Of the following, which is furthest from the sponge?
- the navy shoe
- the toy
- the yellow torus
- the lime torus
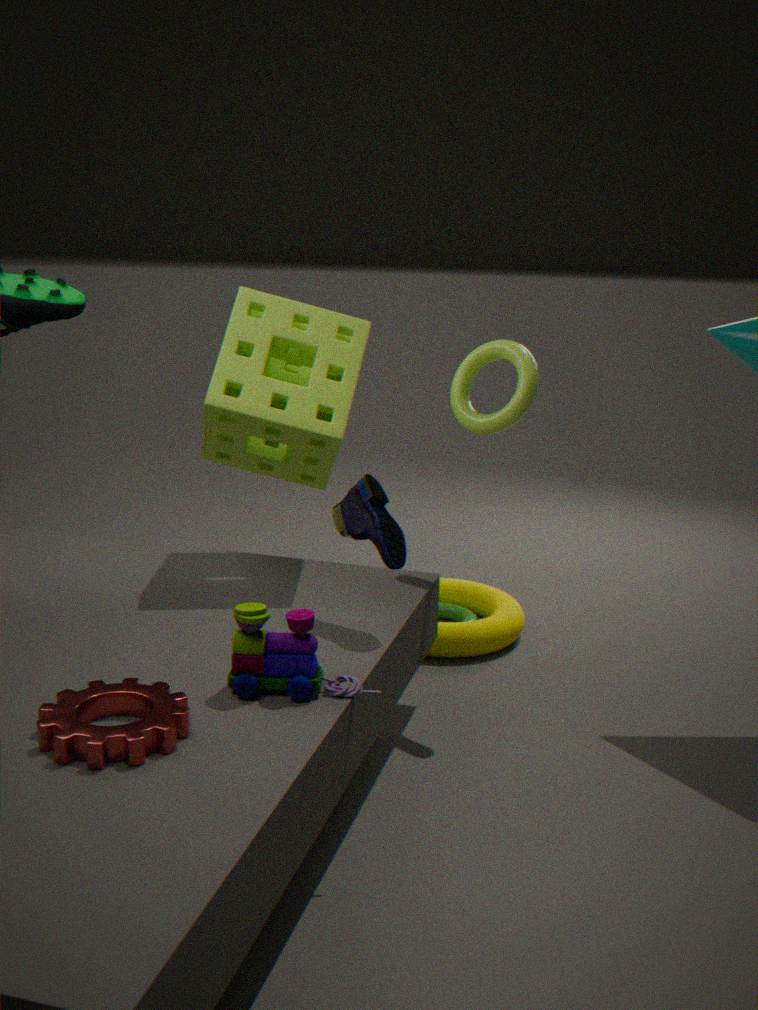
the toy
